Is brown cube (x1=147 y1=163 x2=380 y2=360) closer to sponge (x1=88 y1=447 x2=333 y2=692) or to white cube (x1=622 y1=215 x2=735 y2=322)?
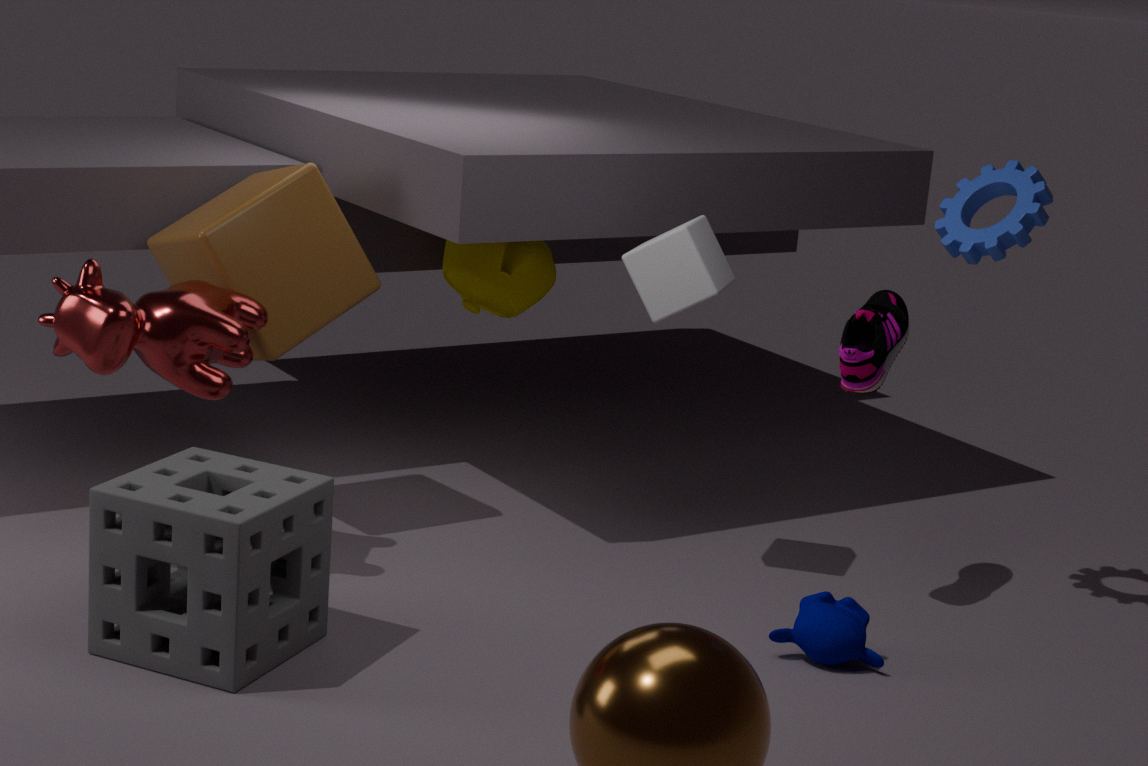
sponge (x1=88 y1=447 x2=333 y2=692)
